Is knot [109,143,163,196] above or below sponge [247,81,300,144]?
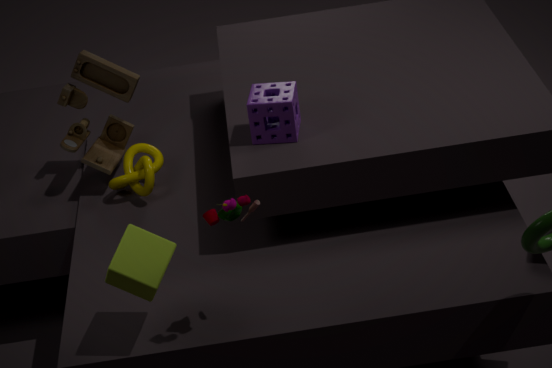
below
